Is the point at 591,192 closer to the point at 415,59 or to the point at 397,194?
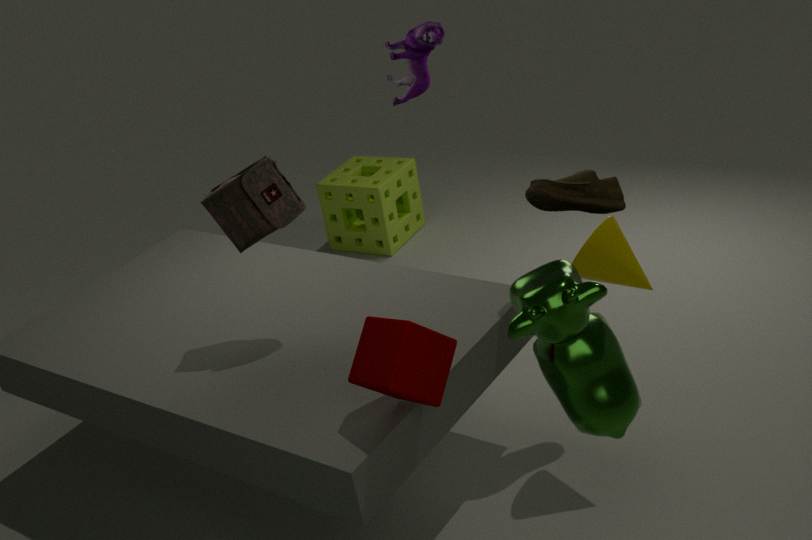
the point at 415,59
